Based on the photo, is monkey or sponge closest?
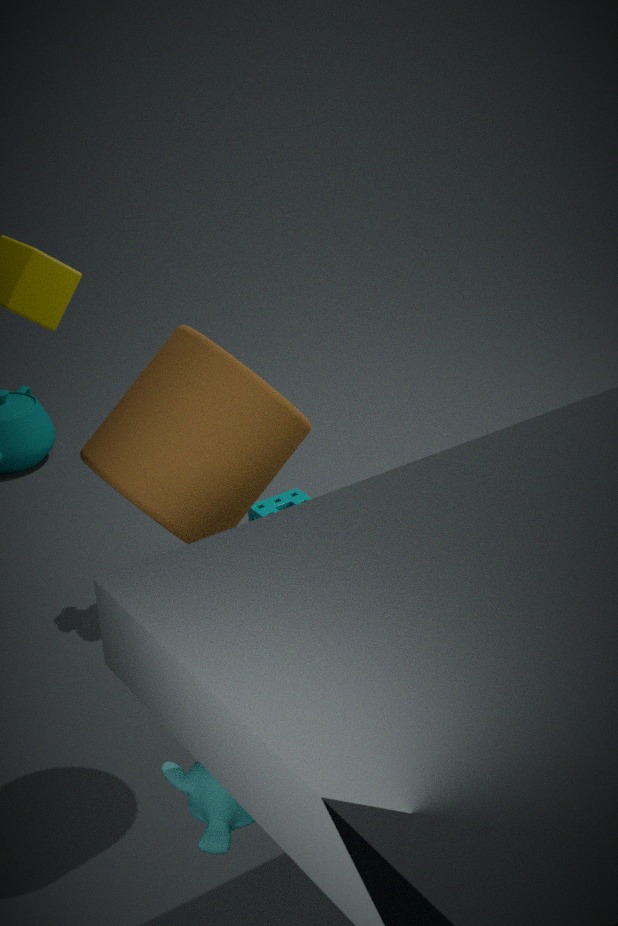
monkey
